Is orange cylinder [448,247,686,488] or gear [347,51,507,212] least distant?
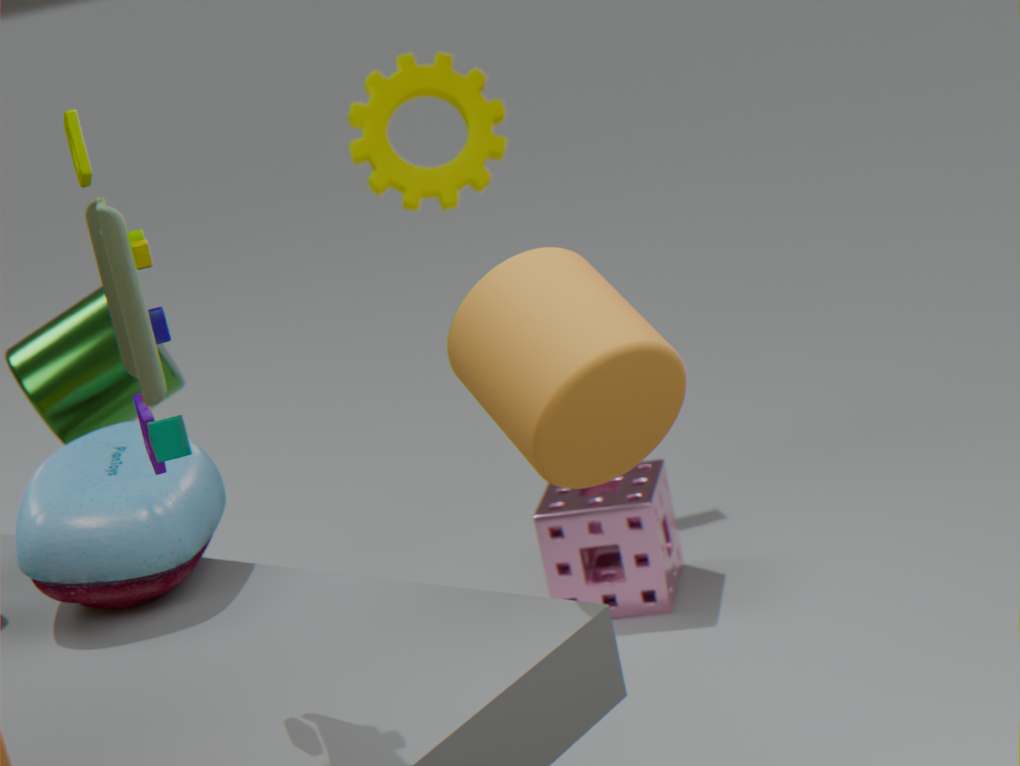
orange cylinder [448,247,686,488]
